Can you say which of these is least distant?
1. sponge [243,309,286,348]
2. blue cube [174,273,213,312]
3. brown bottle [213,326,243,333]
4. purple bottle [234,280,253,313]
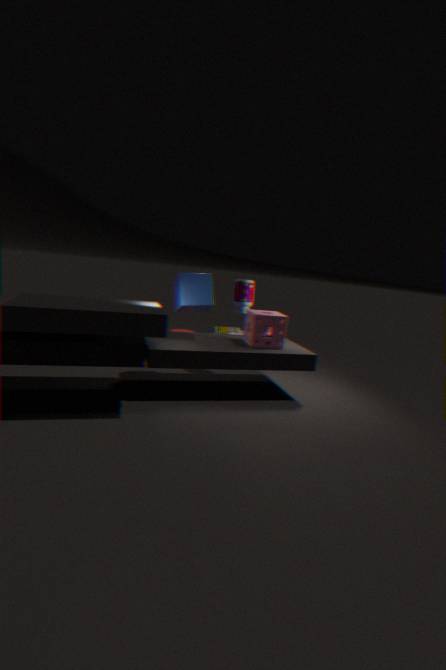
blue cube [174,273,213,312]
